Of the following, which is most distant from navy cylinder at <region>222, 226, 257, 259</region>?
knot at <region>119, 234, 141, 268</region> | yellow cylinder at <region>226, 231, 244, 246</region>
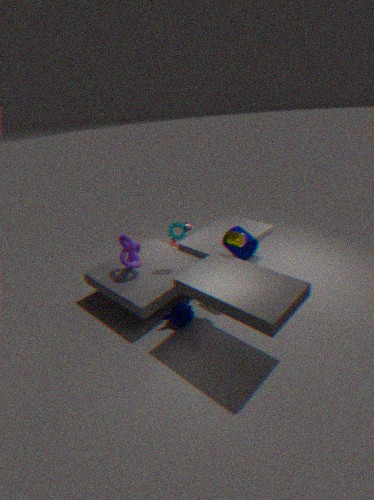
knot at <region>119, 234, 141, 268</region>
